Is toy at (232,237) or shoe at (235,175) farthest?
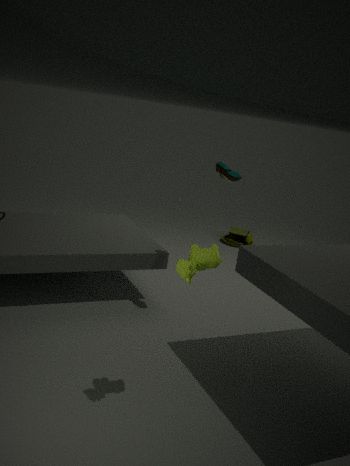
toy at (232,237)
